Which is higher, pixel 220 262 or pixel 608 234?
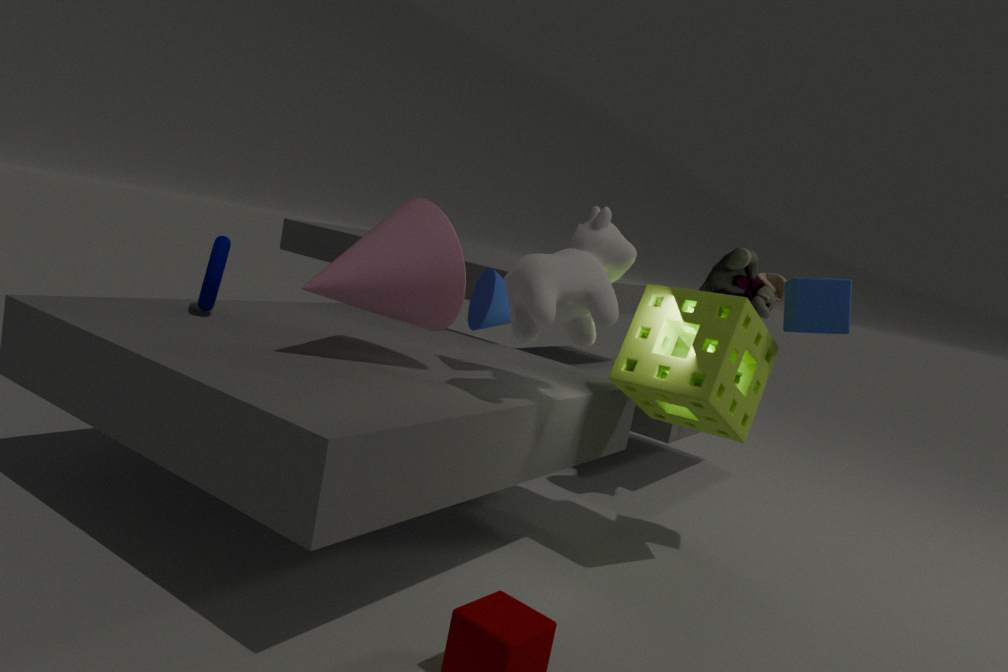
pixel 608 234
